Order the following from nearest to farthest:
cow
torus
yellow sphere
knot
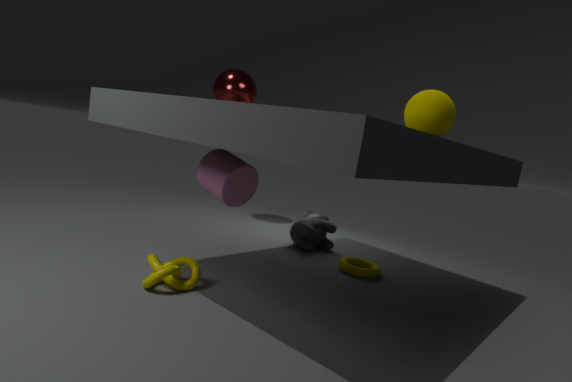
yellow sphere
knot
torus
cow
